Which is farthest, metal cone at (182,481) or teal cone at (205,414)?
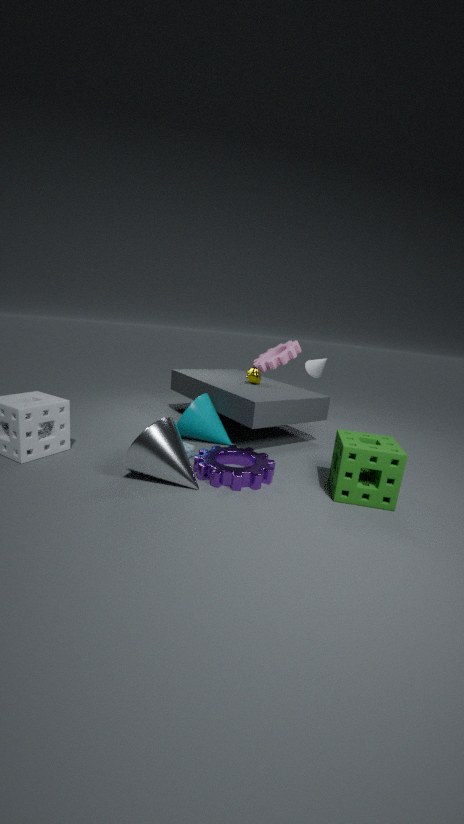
teal cone at (205,414)
